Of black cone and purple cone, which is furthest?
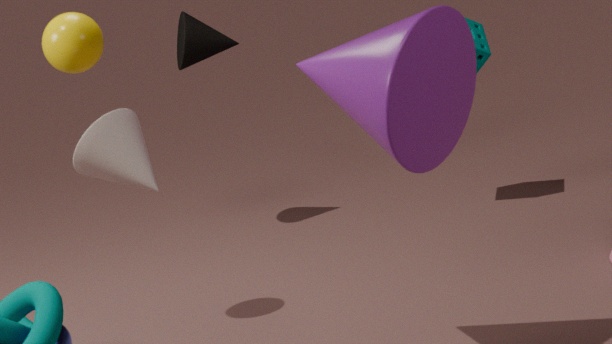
black cone
